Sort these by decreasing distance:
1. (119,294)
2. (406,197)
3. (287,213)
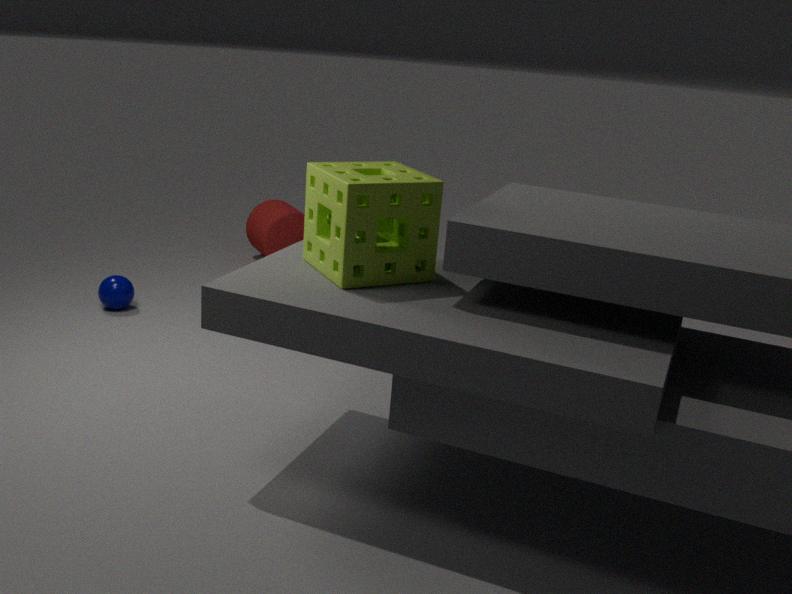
(287,213), (119,294), (406,197)
